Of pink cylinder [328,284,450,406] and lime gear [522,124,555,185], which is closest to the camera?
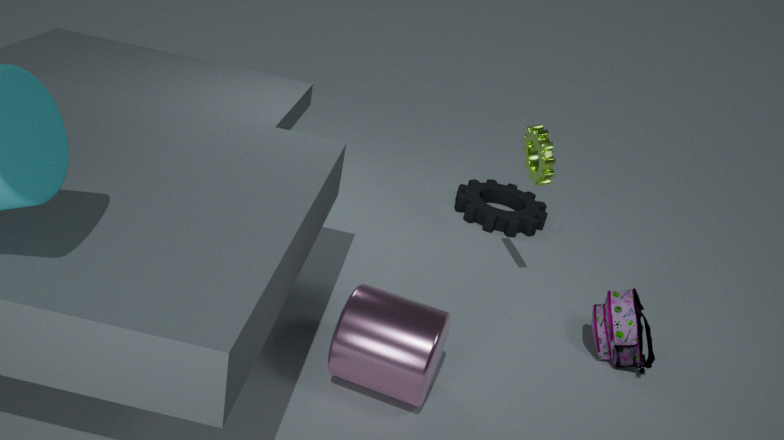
pink cylinder [328,284,450,406]
